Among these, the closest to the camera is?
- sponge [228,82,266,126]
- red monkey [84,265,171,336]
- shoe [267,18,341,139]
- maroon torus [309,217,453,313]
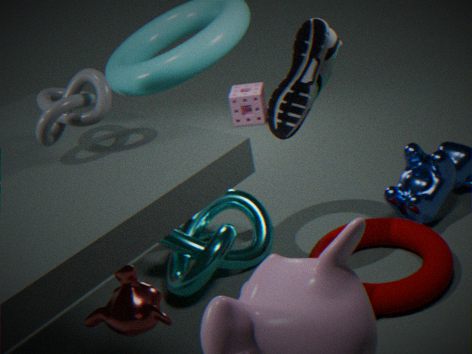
shoe [267,18,341,139]
